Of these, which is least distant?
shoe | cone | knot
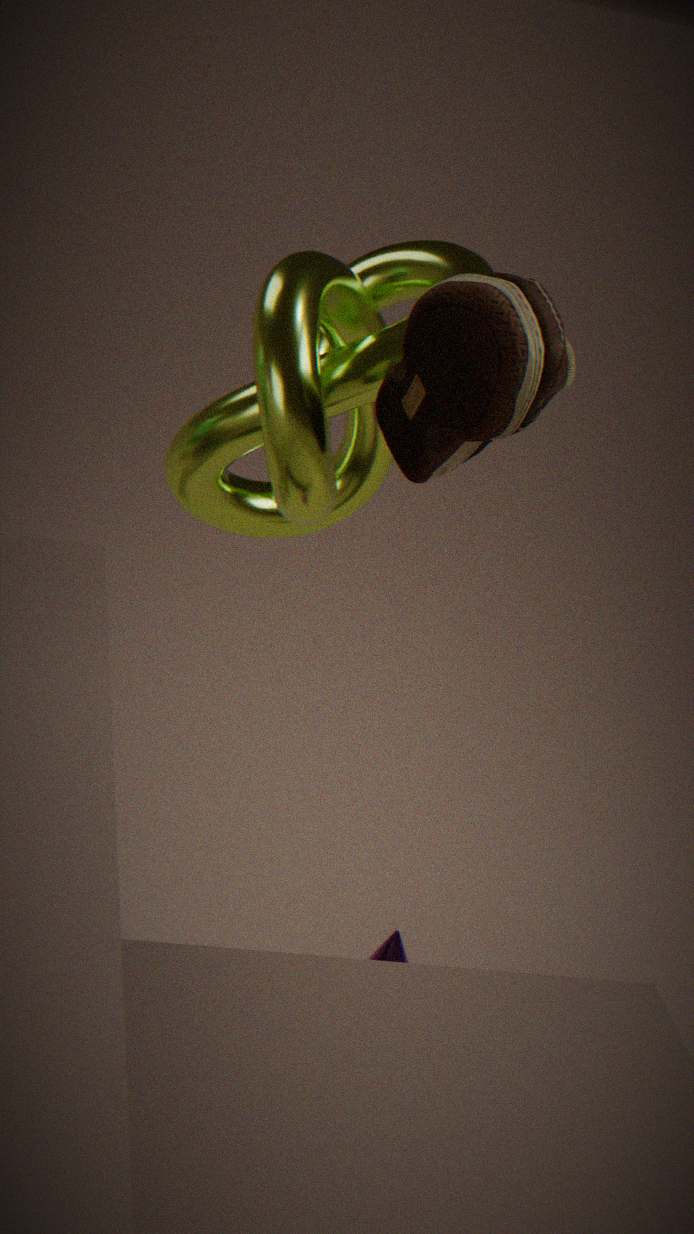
shoe
